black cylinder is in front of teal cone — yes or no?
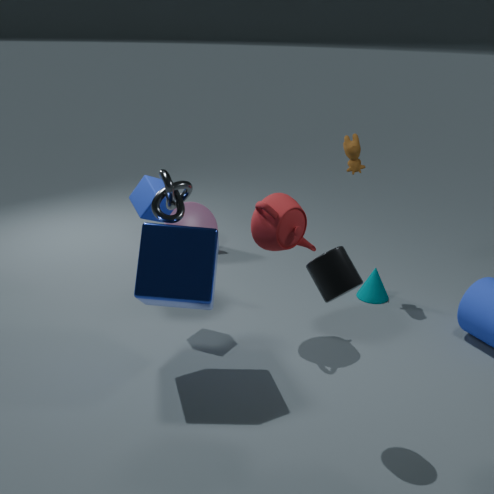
Yes
